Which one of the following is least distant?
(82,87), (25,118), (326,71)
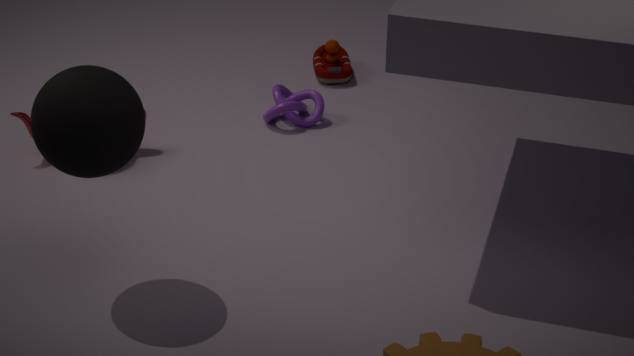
(82,87)
